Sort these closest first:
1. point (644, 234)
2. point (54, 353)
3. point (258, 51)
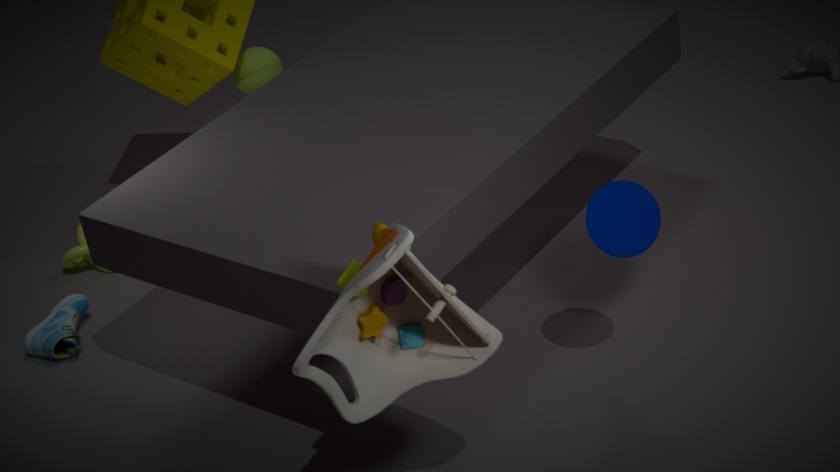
point (644, 234), point (54, 353), point (258, 51)
